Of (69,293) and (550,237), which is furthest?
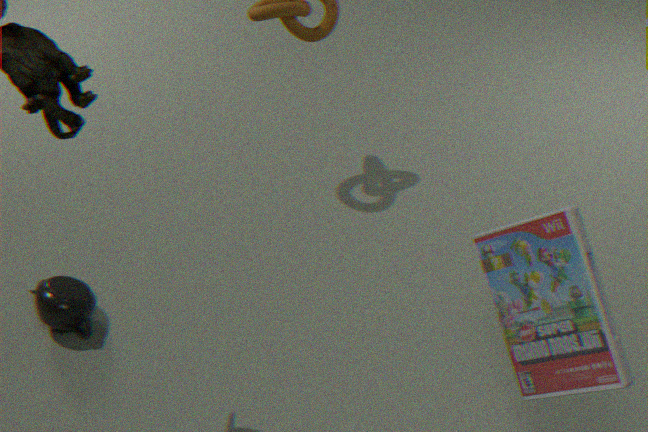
(69,293)
